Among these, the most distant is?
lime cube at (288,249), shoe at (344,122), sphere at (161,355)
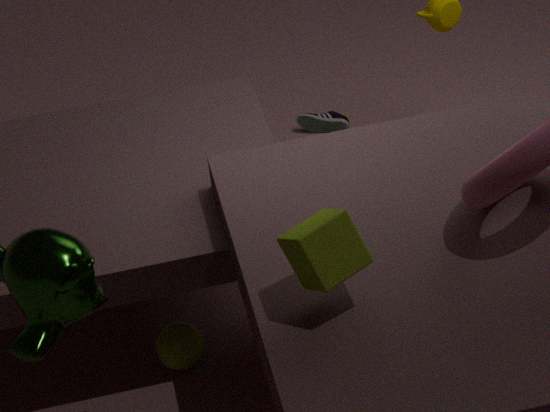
shoe at (344,122)
